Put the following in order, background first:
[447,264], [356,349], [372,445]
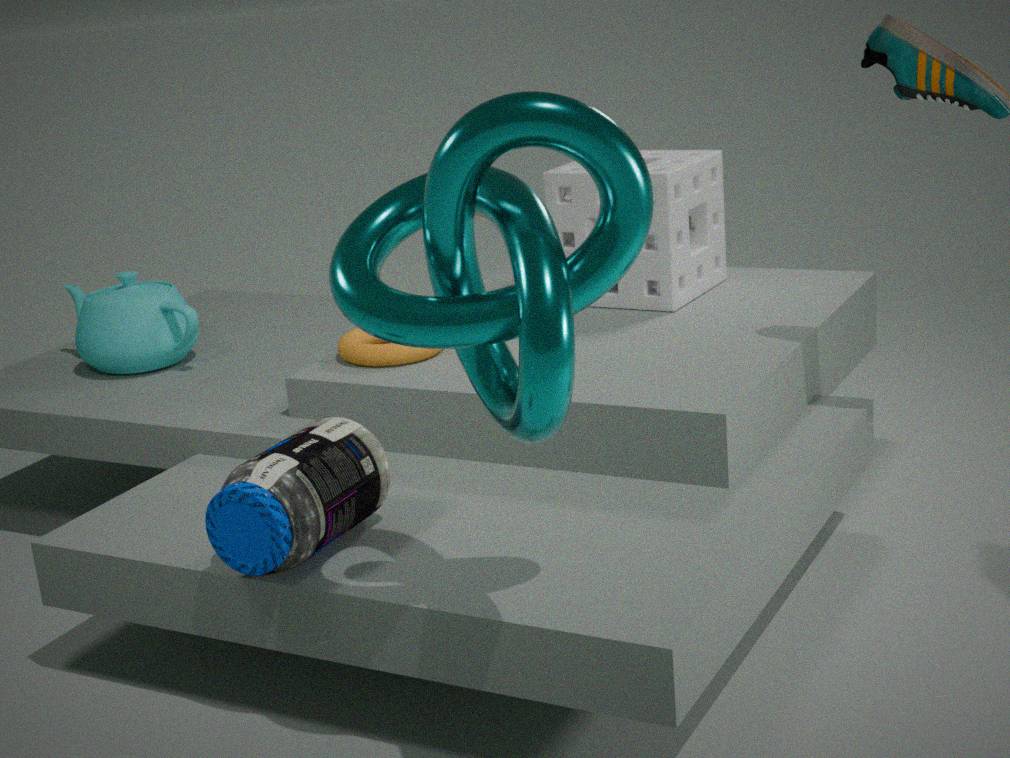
[356,349] < [372,445] < [447,264]
